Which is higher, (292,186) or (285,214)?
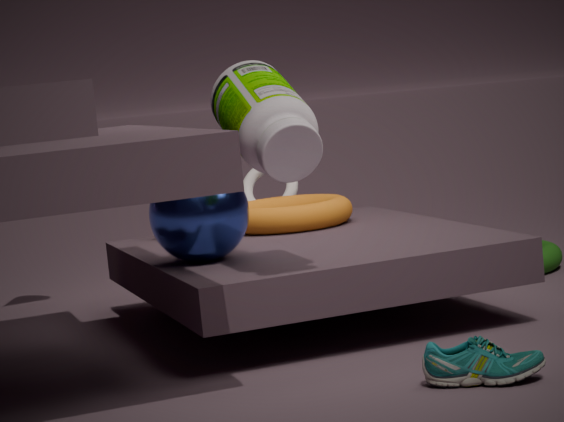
(292,186)
